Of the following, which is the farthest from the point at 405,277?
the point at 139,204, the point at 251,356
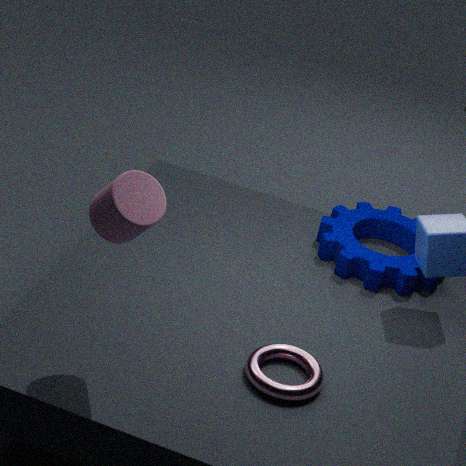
the point at 139,204
